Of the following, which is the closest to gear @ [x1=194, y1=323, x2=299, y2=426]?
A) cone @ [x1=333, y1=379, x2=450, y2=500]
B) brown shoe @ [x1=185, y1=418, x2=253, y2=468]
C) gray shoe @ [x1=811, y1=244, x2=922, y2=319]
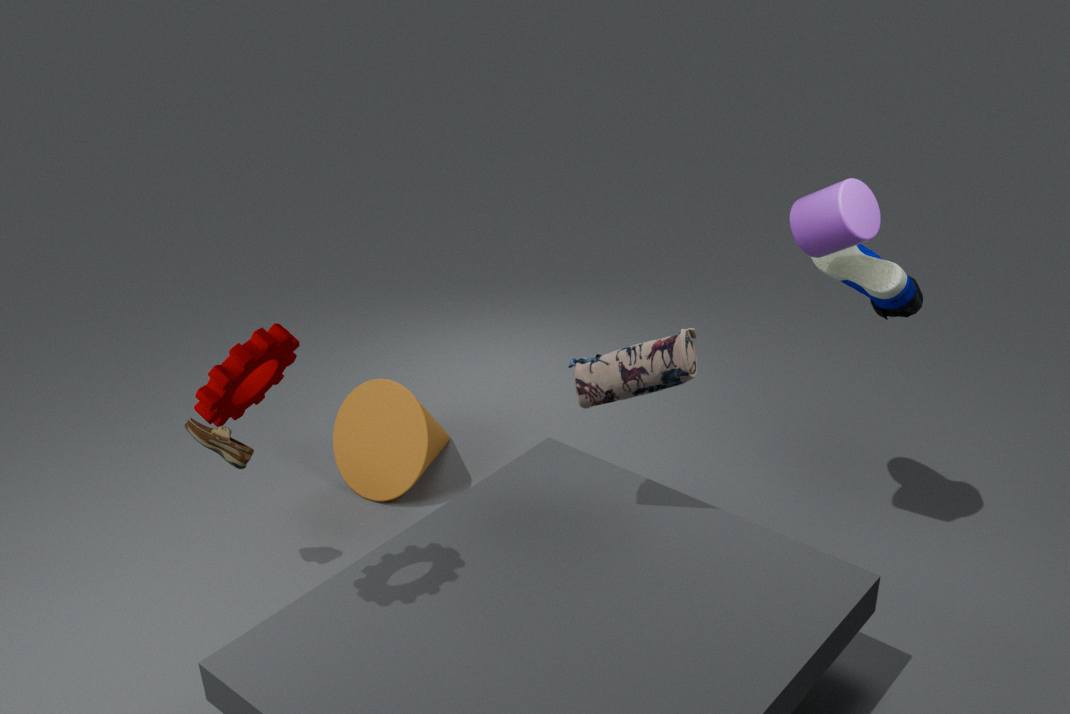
brown shoe @ [x1=185, y1=418, x2=253, y2=468]
